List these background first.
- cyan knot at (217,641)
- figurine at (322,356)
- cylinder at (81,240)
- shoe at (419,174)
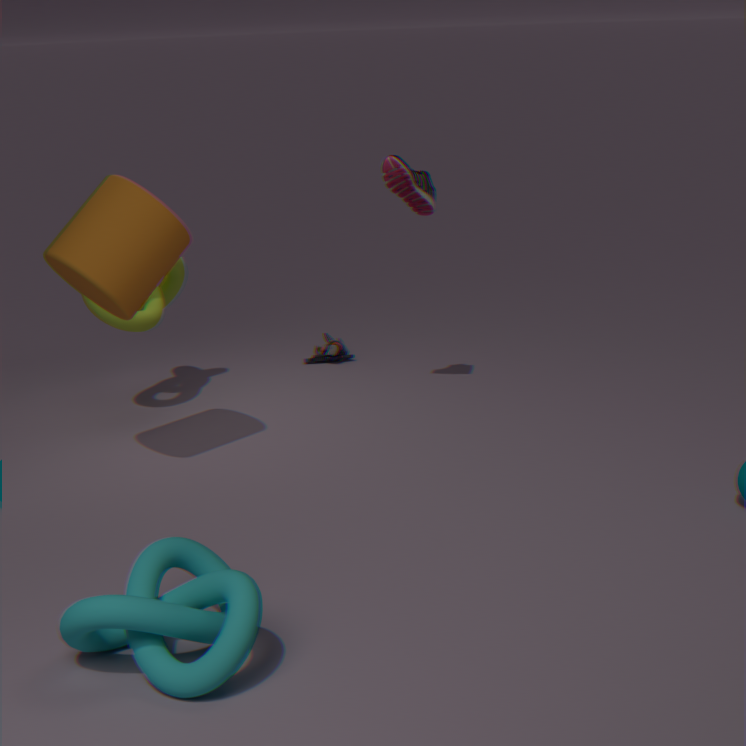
figurine at (322,356) → shoe at (419,174) → cylinder at (81,240) → cyan knot at (217,641)
